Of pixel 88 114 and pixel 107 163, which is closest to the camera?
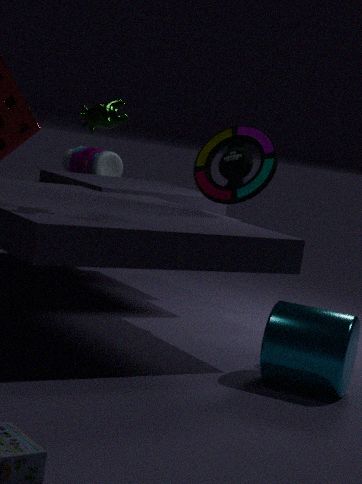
pixel 88 114
